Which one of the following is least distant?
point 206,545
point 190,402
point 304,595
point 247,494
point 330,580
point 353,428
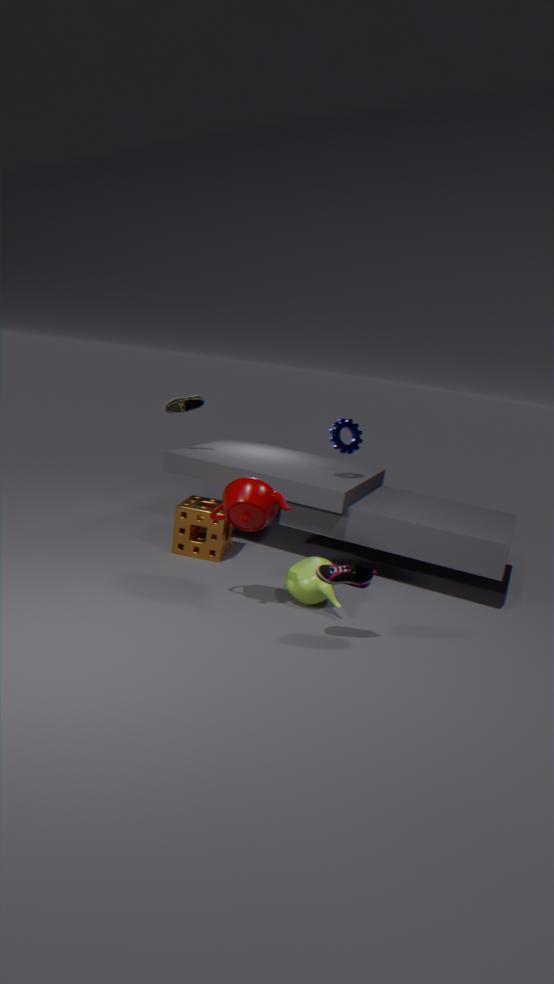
point 330,580
